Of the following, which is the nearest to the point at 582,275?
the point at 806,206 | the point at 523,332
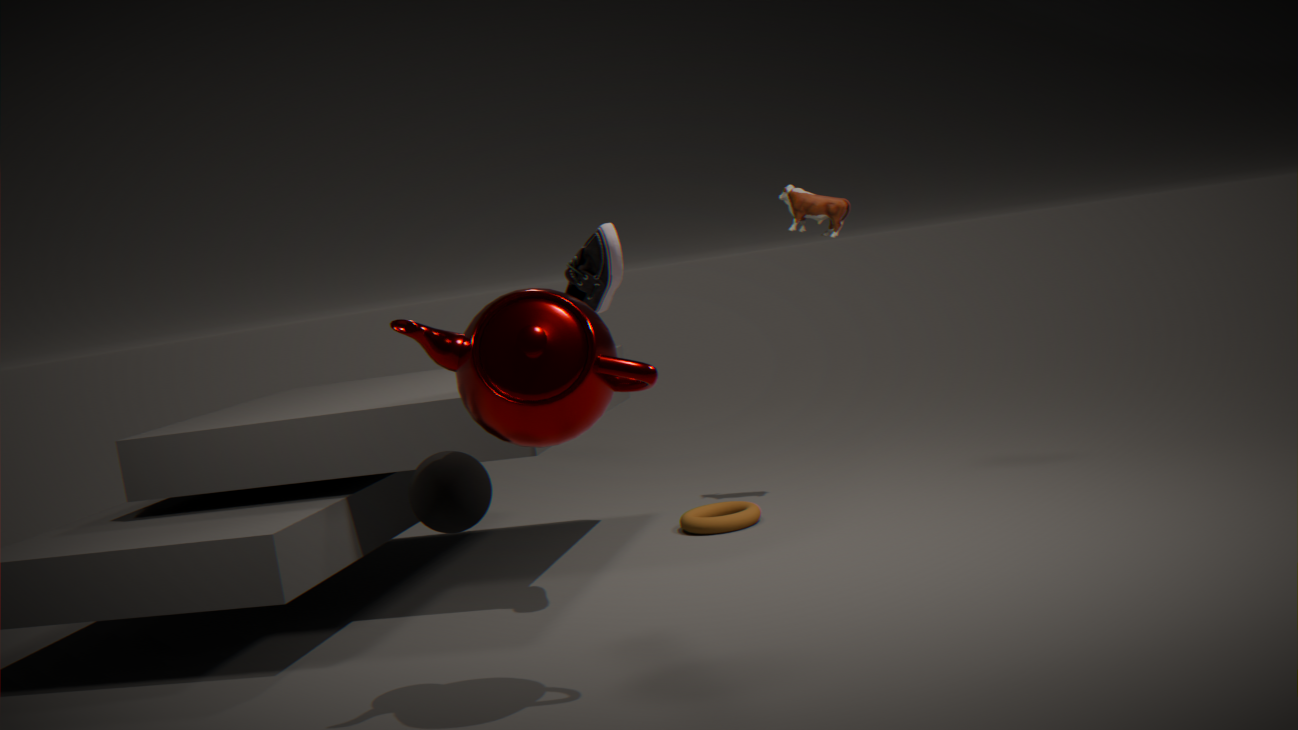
the point at 523,332
